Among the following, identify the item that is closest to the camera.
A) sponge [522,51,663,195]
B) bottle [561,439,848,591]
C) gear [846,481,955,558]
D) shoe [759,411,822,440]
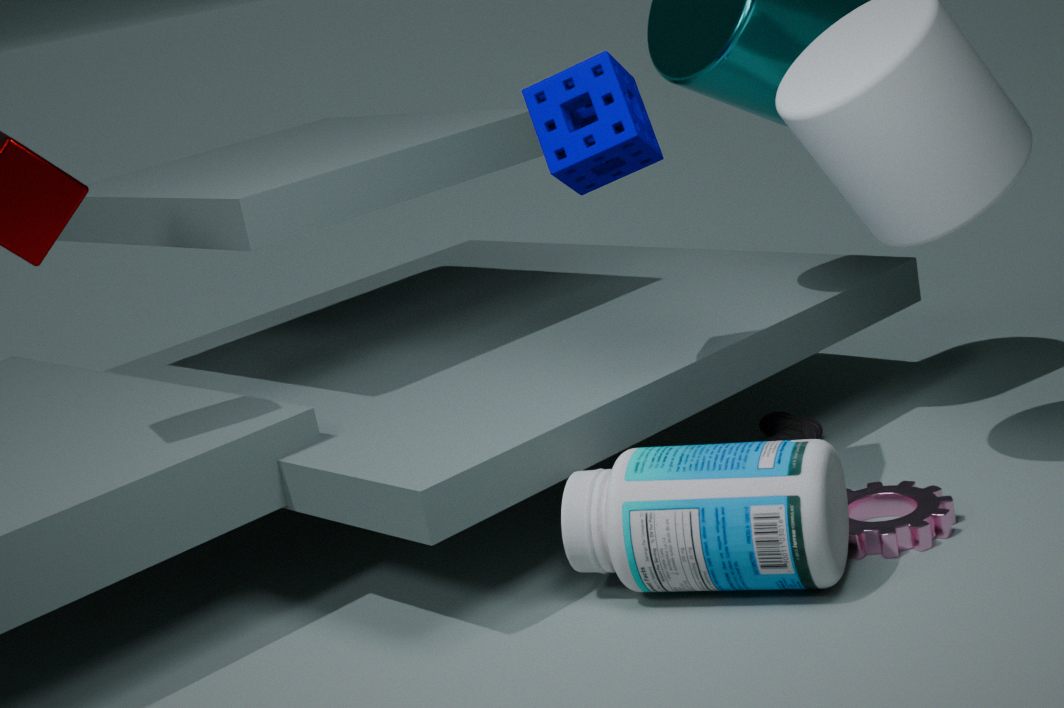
bottle [561,439,848,591]
